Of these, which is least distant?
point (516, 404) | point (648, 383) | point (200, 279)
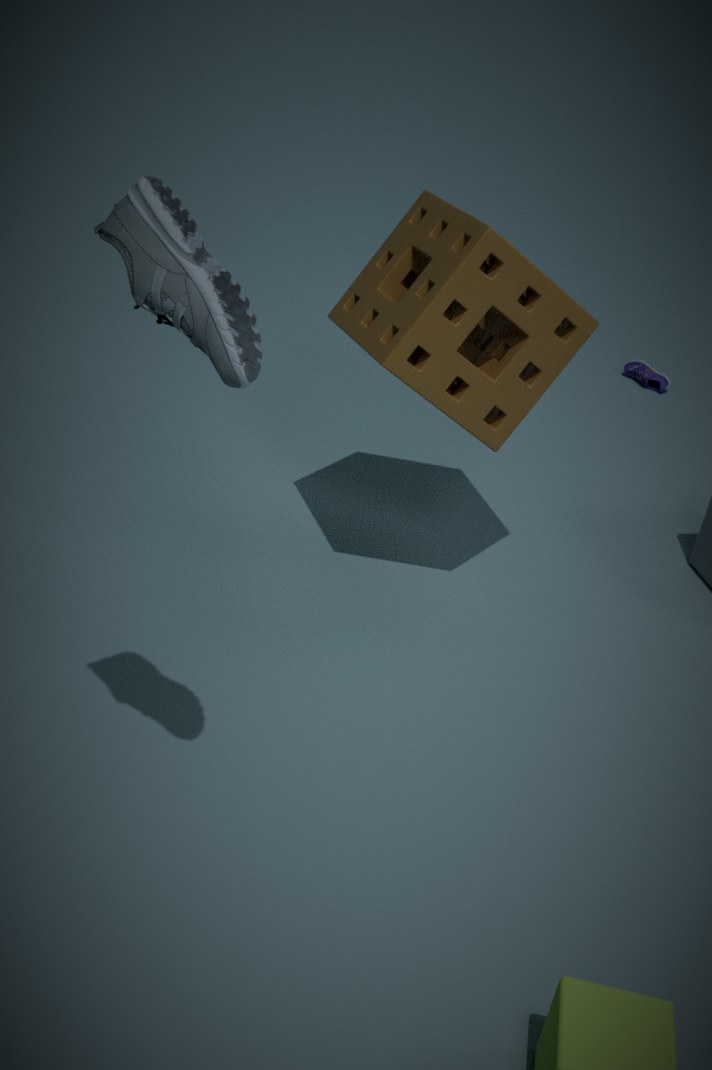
point (200, 279)
